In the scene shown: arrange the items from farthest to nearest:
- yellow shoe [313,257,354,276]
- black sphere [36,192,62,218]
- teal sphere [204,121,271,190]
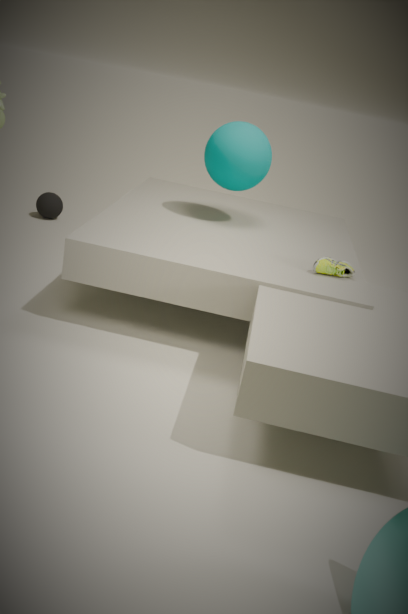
1. black sphere [36,192,62,218]
2. teal sphere [204,121,271,190]
3. yellow shoe [313,257,354,276]
